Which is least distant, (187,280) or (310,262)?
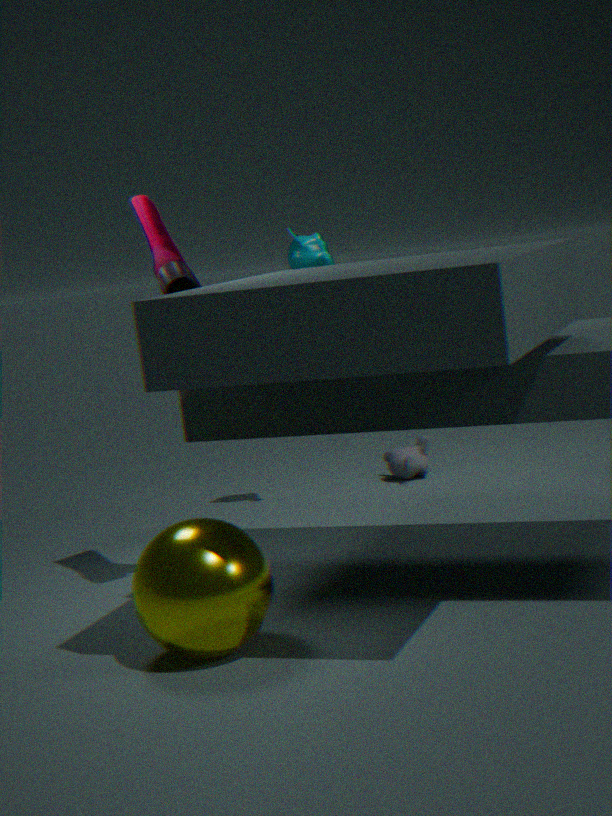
(187,280)
